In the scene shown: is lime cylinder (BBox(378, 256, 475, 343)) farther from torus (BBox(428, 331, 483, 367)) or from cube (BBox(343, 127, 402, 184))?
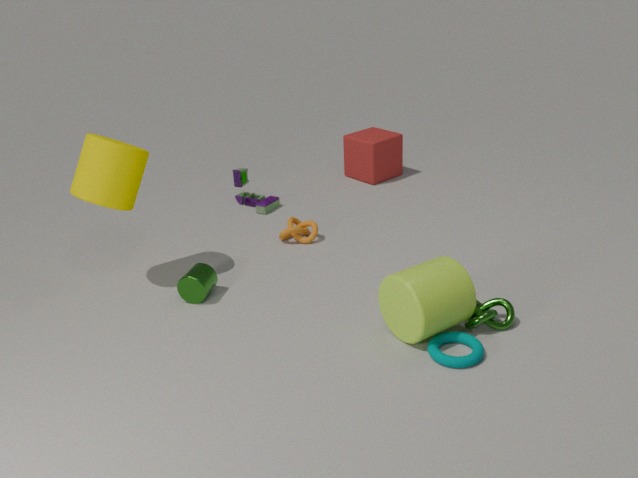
cube (BBox(343, 127, 402, 184))
